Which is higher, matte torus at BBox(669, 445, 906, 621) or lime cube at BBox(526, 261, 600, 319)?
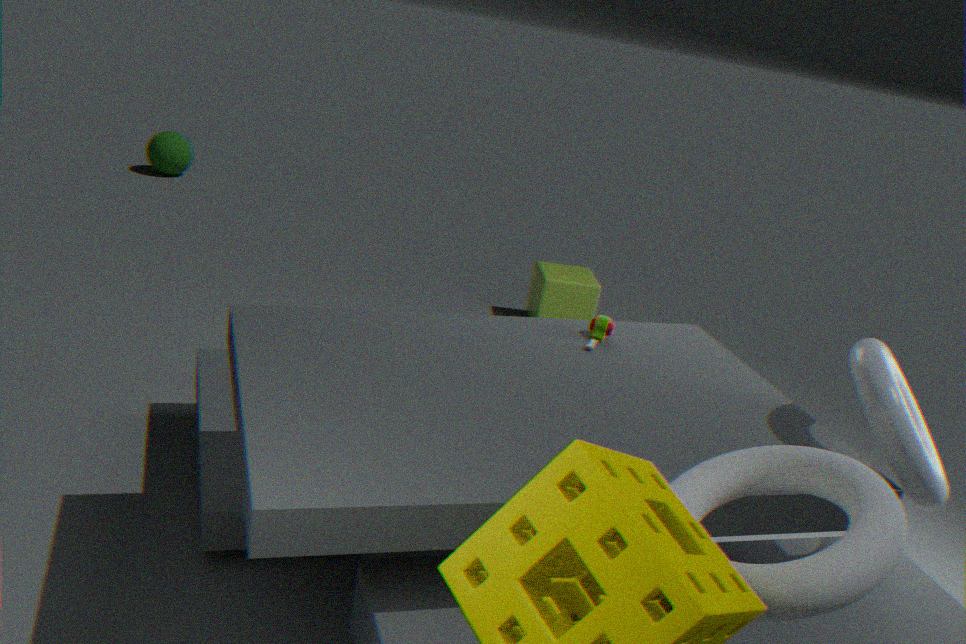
matte torus at BBox(669, 445, 906, 621)
